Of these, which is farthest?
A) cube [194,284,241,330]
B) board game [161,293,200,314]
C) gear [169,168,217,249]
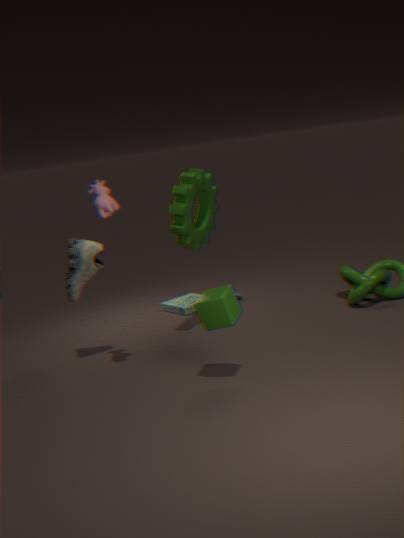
board game [161,293,200,314]
